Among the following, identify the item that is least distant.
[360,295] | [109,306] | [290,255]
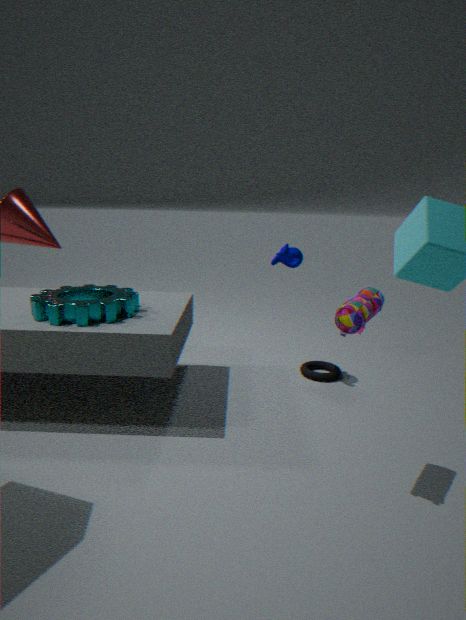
[360,295]
